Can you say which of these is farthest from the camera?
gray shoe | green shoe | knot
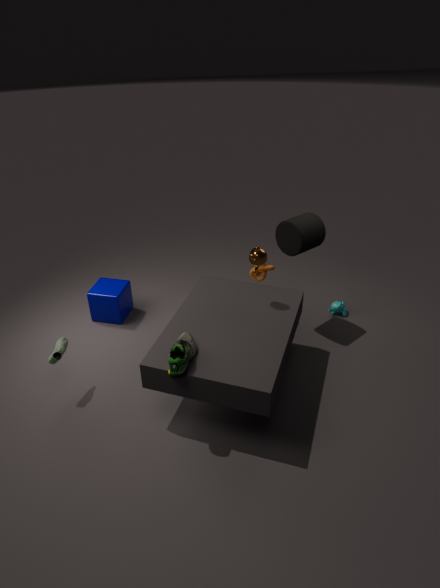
knot
